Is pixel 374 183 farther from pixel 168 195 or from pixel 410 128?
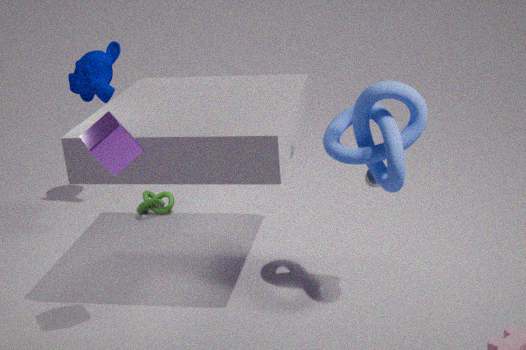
pixel 410 128
